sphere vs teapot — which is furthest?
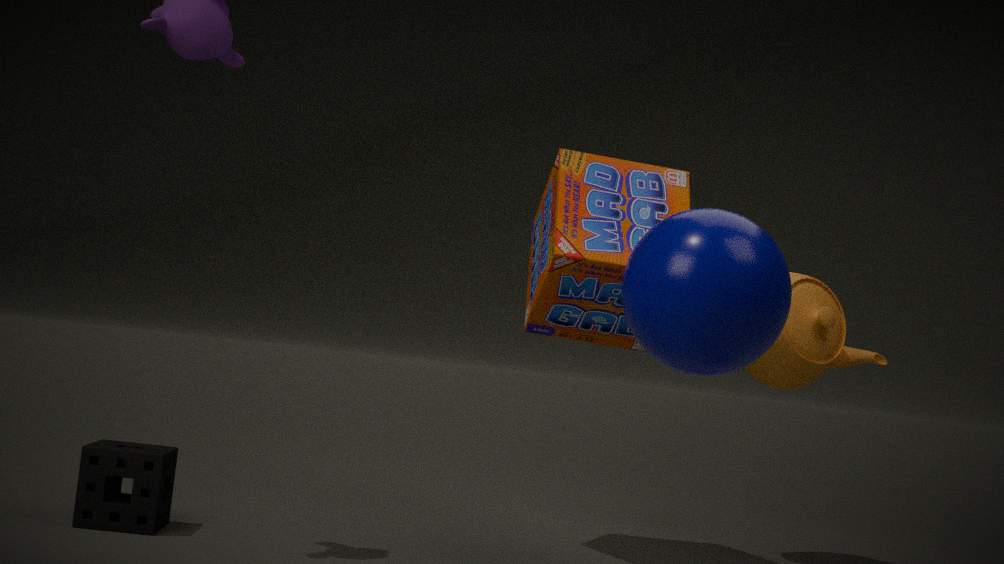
teapot
